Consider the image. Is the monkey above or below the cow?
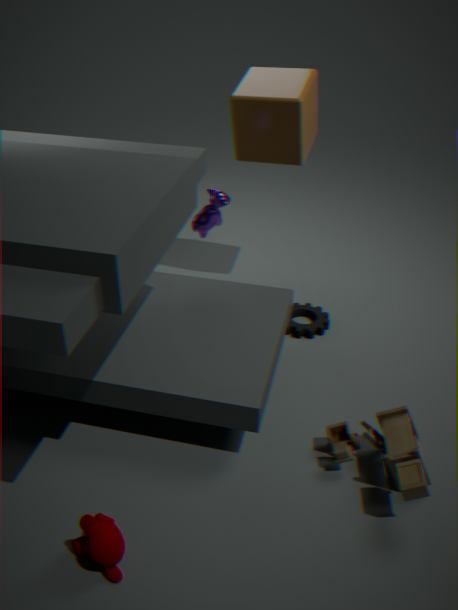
below
